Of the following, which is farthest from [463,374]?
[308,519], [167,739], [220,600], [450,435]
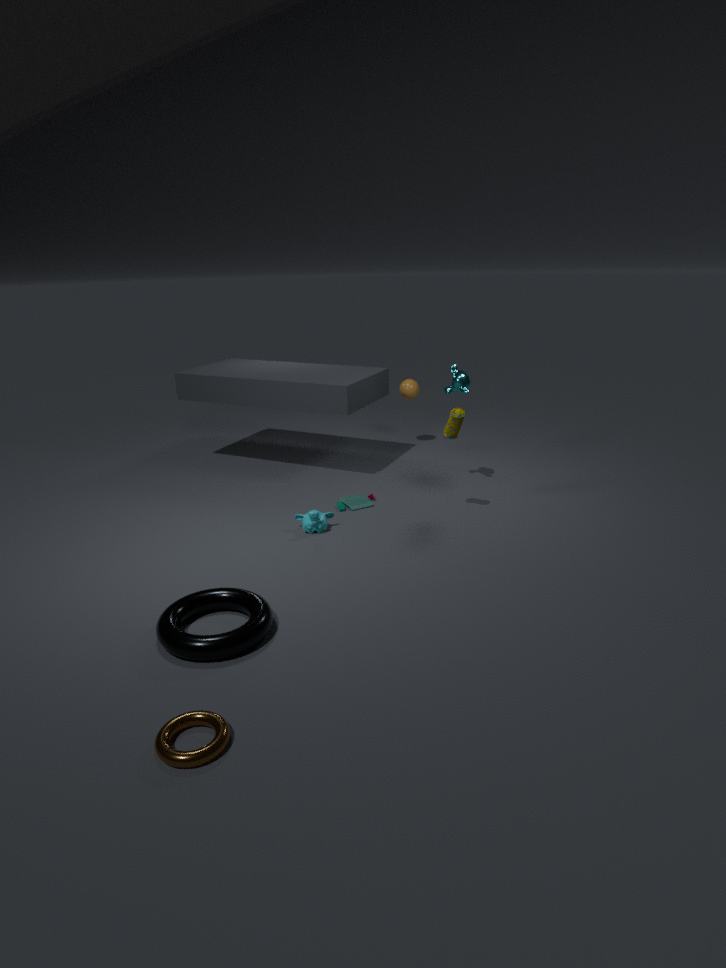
[167,739]
